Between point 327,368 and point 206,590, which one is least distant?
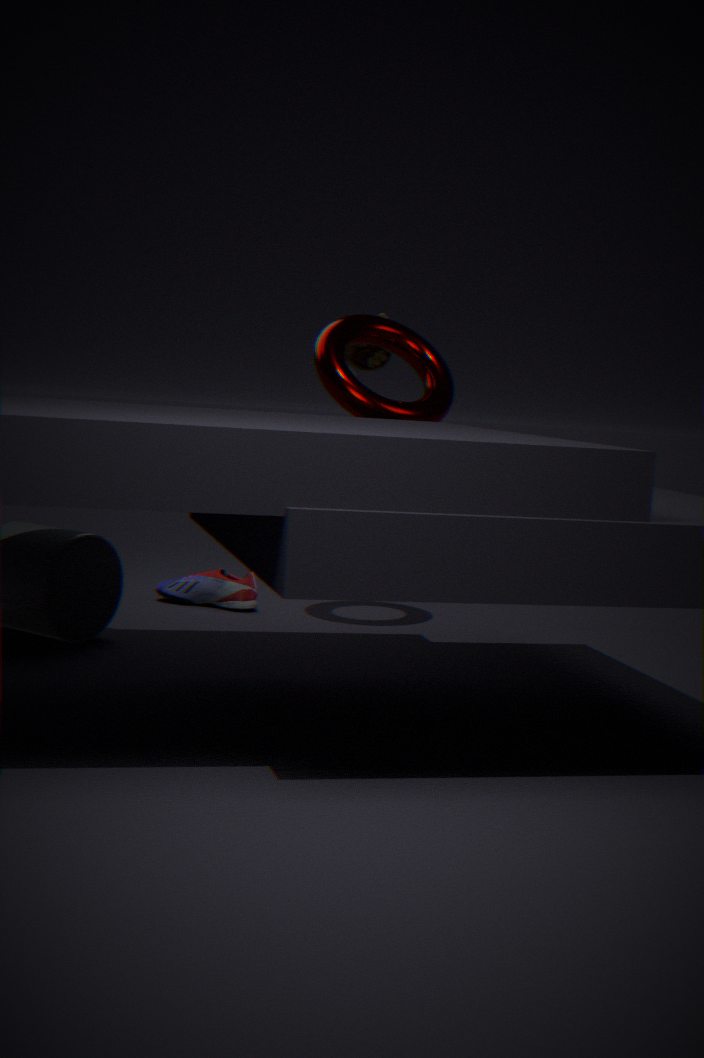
point 327,368
